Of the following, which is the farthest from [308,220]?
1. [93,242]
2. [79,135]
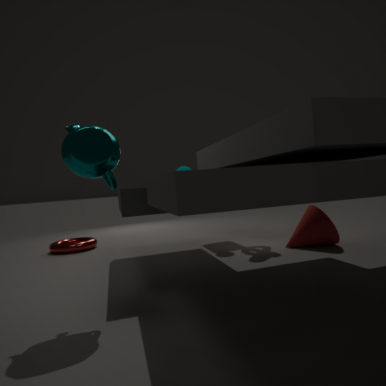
[93,242]
